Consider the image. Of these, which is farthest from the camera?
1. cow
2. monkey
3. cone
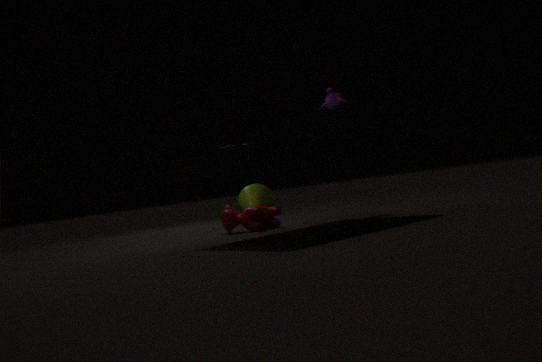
cone
